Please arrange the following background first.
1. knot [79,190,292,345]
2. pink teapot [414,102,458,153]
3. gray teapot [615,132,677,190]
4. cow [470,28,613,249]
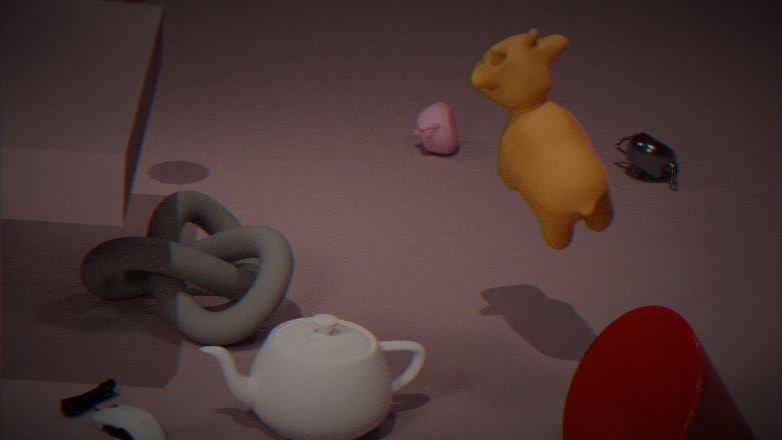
pink teapot [414,102,458,153]
gray teapot [615,132,677,190]
knot [79,190,292,345]
cow [470,28,613,249]
